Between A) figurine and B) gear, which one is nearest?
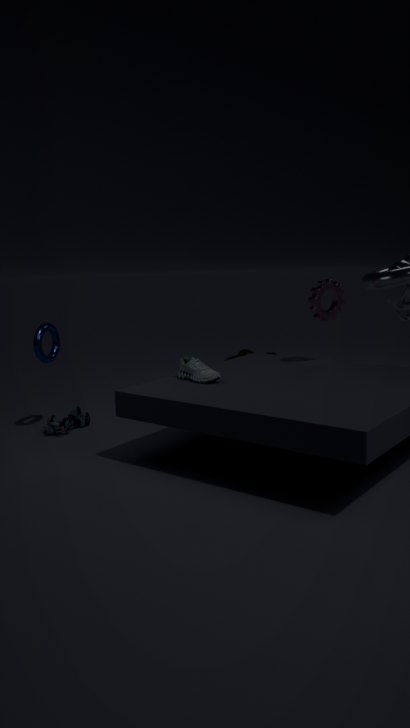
B. gear
